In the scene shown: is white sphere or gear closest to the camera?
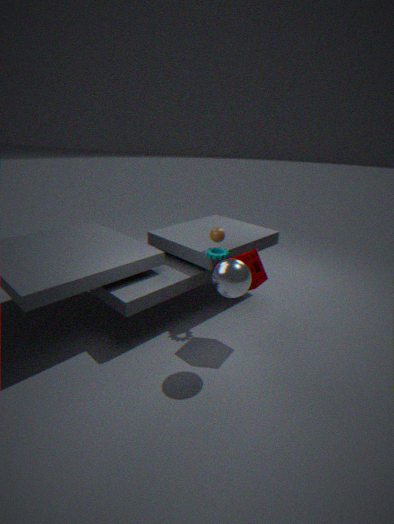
white sphere
